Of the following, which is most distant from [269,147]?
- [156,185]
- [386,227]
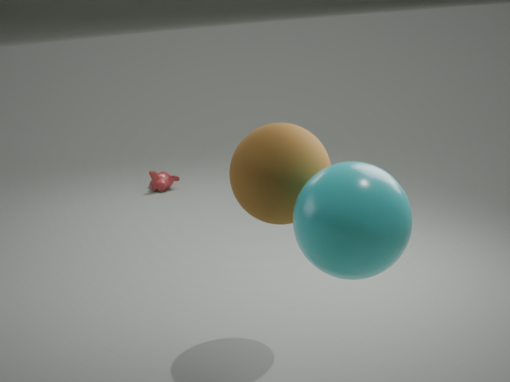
[156,185]
